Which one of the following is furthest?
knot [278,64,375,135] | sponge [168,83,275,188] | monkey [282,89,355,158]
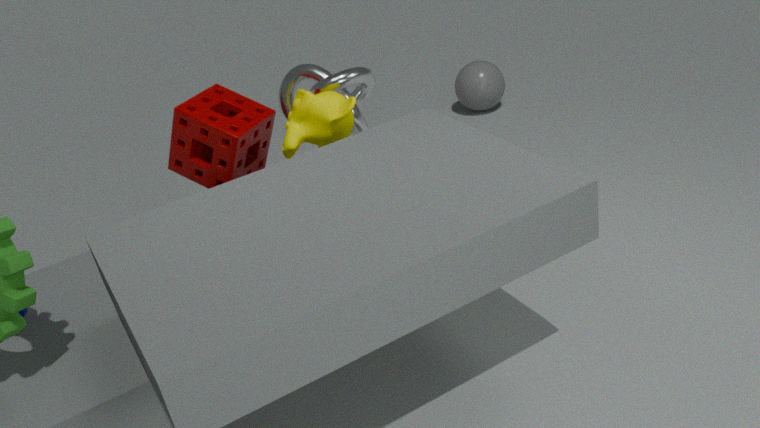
knot [278,64,375,135]
